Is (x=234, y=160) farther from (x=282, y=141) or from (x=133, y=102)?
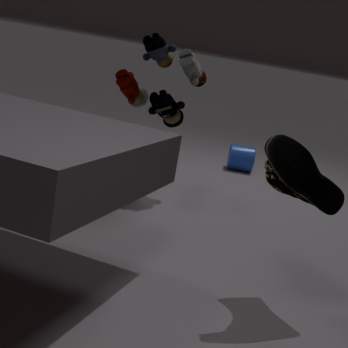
(x=282, y=141)
